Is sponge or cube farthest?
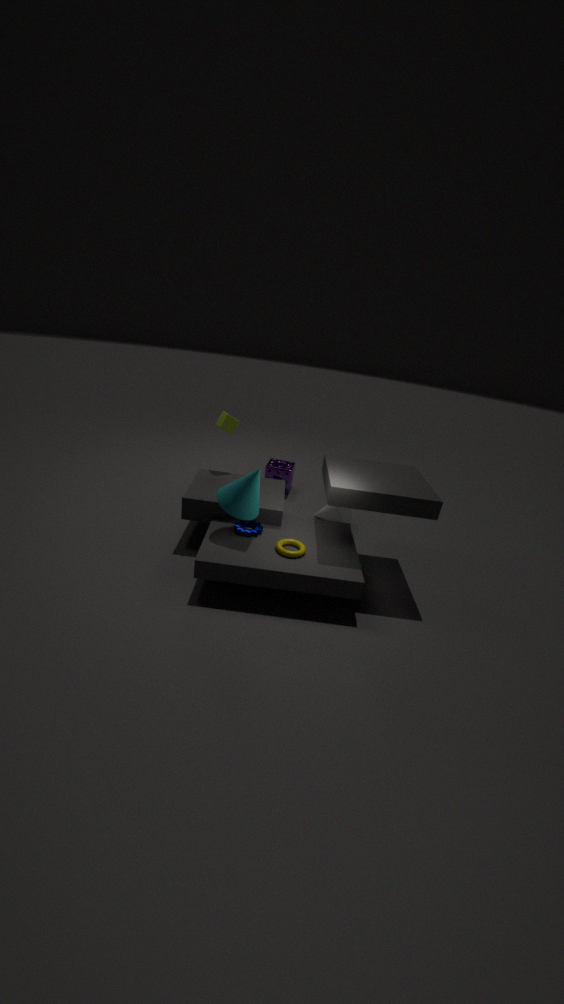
sponge
